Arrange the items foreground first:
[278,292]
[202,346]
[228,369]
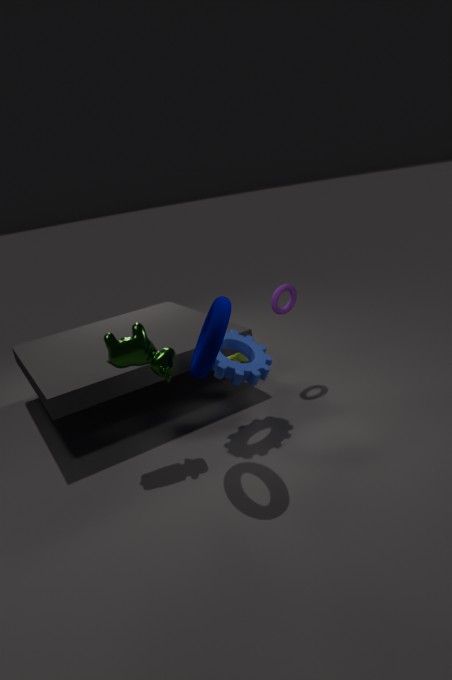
[202,346] < [228,369] < [278,292]
